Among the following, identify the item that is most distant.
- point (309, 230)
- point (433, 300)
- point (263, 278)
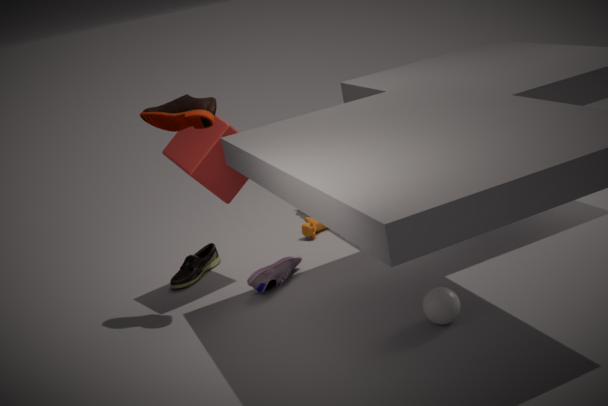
point (309, 230)
